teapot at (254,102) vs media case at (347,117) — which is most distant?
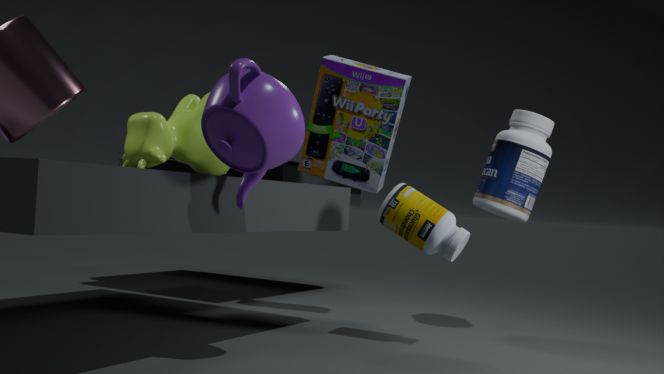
media case at (347,117)
